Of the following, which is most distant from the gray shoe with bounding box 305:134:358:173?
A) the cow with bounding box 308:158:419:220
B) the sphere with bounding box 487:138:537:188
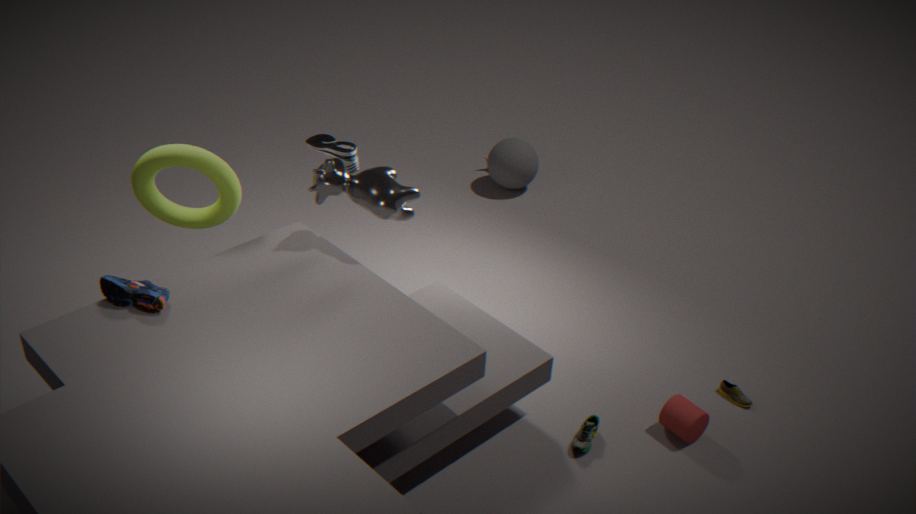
the sphere with bounding box 487:138:537:188
